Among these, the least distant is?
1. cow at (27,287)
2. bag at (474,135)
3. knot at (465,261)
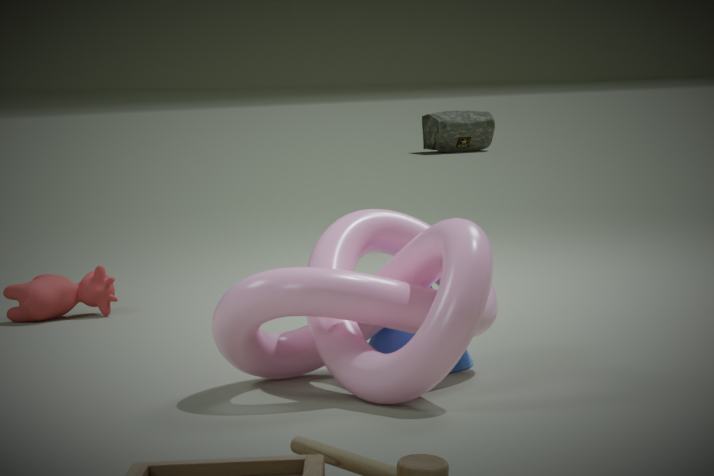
knot at (465,261)
